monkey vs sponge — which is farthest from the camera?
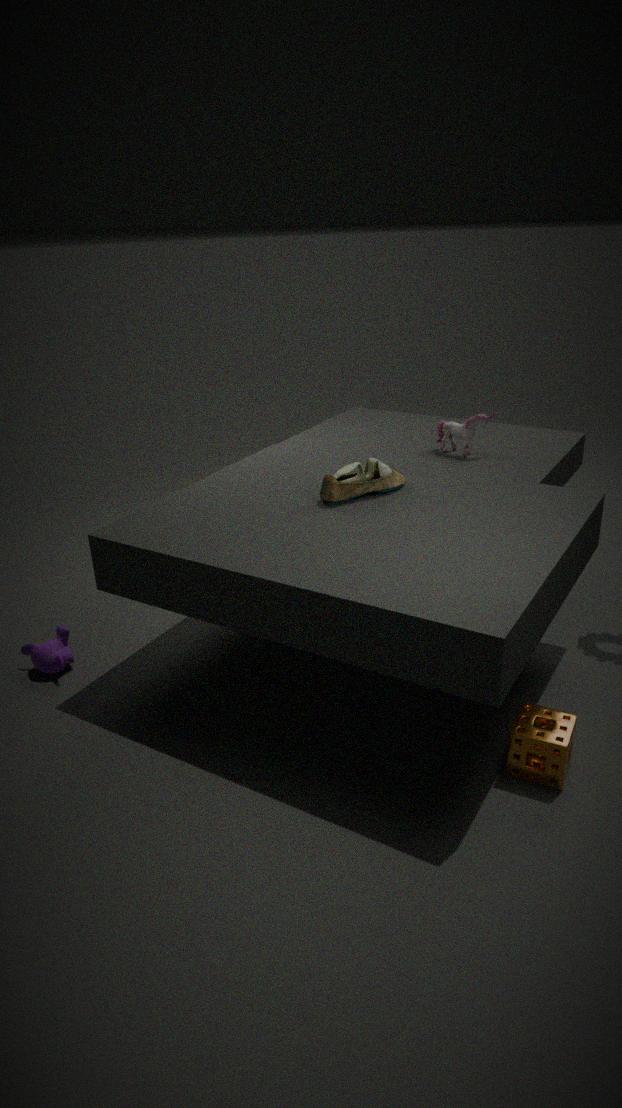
monkey
